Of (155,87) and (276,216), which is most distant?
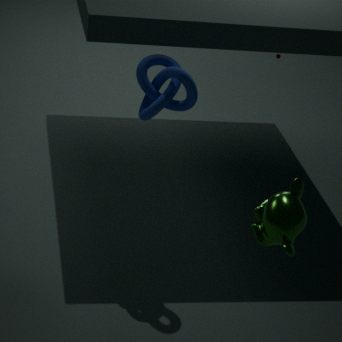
(155,87)
